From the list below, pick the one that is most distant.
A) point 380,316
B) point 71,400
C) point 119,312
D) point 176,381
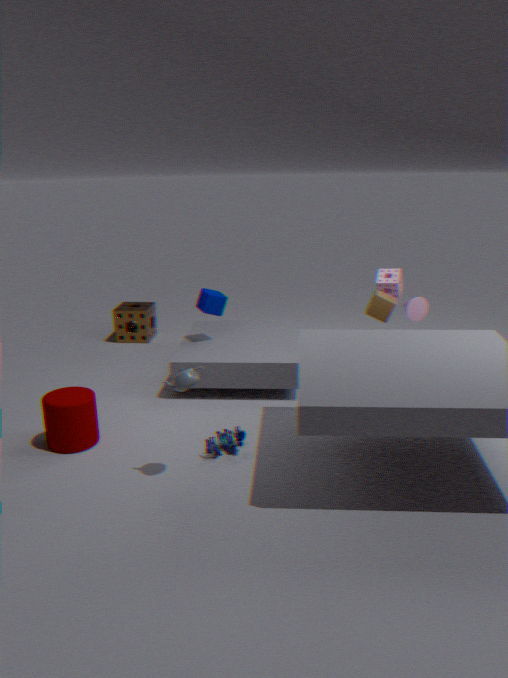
point 119,312
